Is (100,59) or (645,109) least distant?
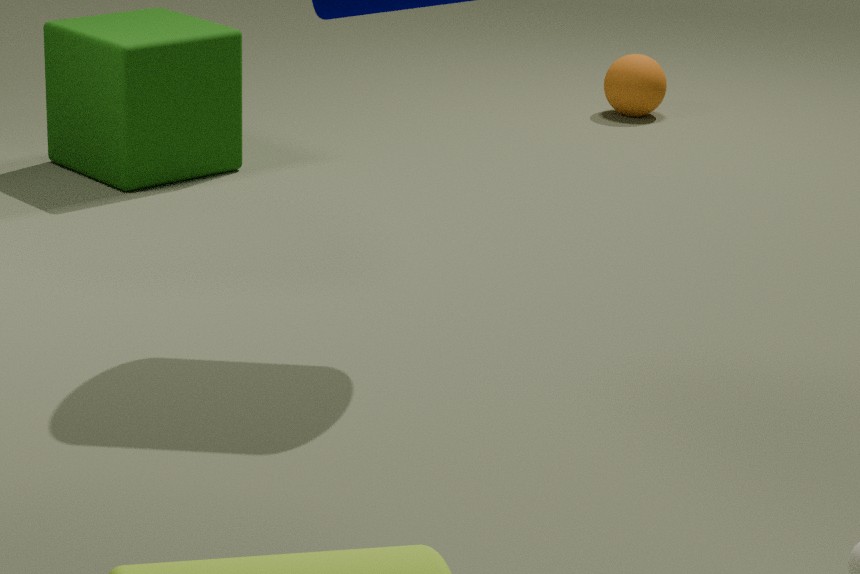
(100,59)
